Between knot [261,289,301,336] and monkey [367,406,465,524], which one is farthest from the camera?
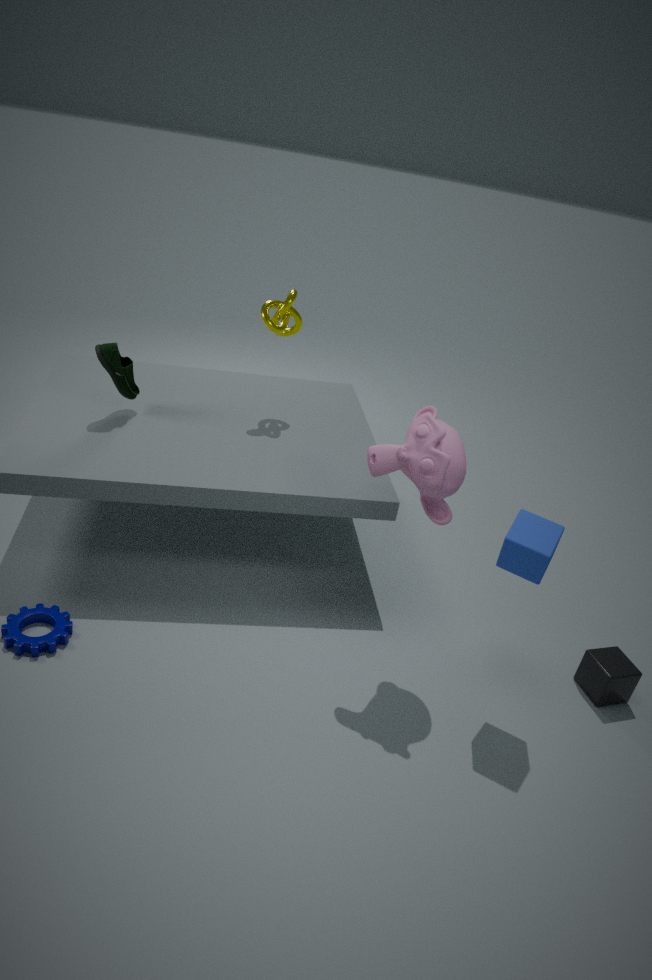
knot [261,289,301,336]
